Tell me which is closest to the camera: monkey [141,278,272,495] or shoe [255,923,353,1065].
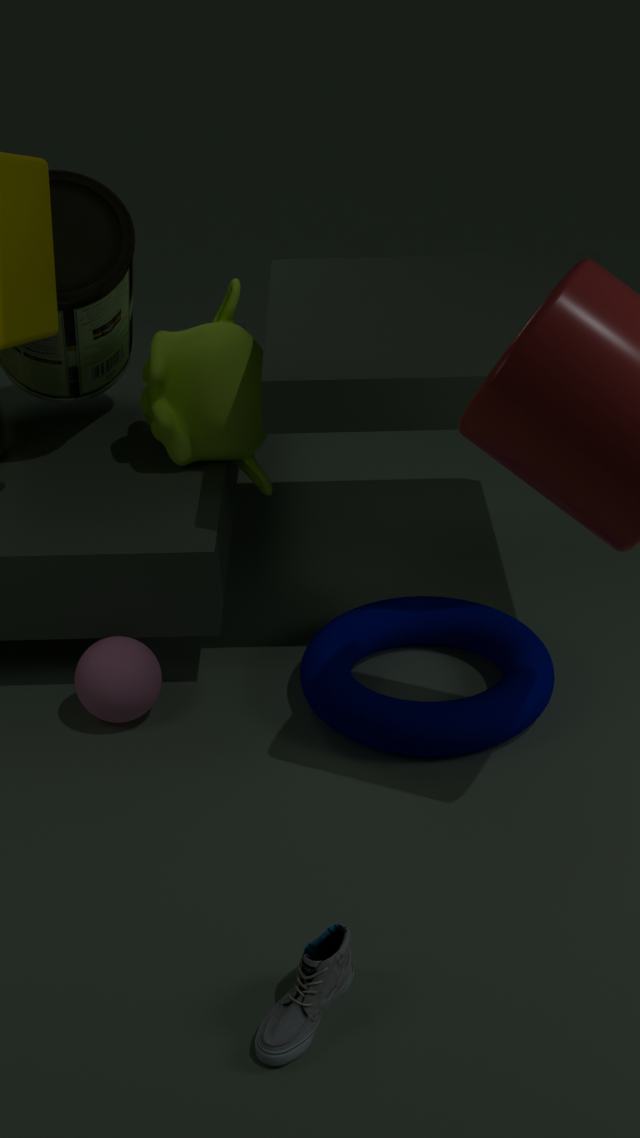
shoe [255,923,353,1065]
